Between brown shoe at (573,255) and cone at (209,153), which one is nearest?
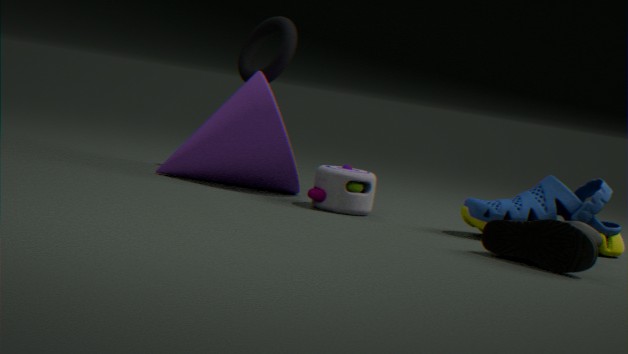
brown shoe at (573,255)
